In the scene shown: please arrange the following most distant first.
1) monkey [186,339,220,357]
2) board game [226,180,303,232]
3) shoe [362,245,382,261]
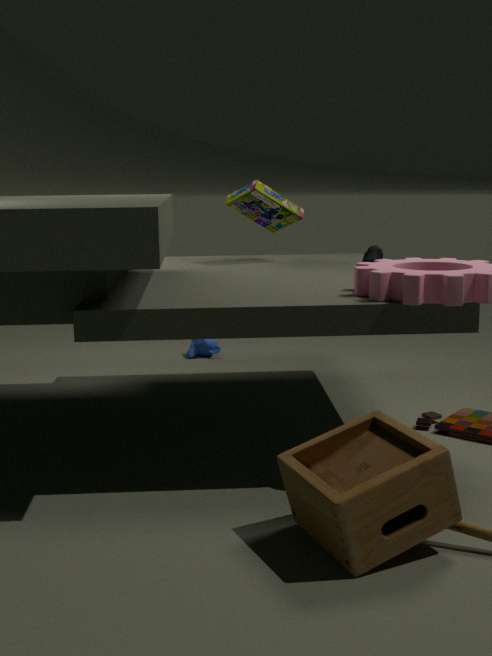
1. monkey [186,339,220,357] → 2. board game [226,180,303,232] → 3. shoe [362,245,382,261]
